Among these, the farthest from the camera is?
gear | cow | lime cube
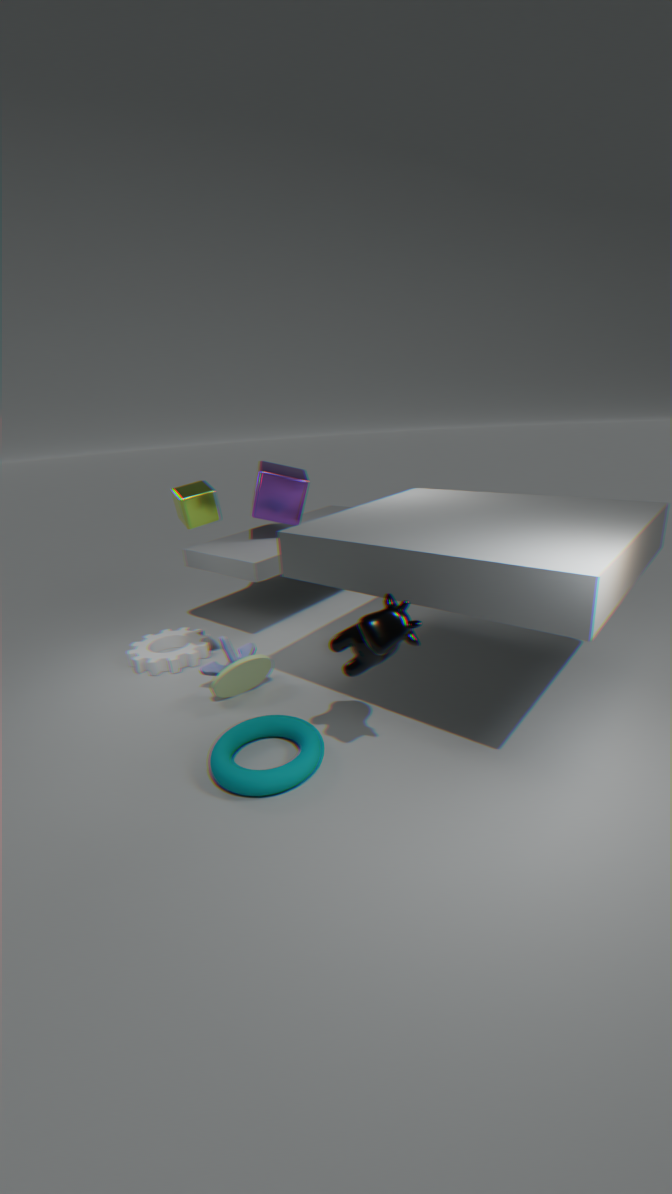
gear
